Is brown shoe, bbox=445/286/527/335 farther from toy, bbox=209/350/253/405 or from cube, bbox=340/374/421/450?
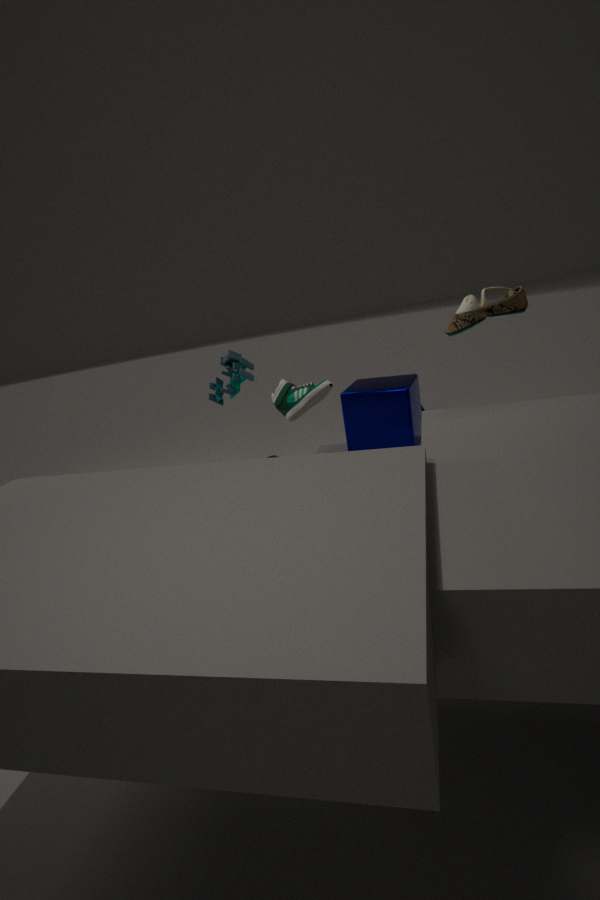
toy, bbox=209/350/253/405
